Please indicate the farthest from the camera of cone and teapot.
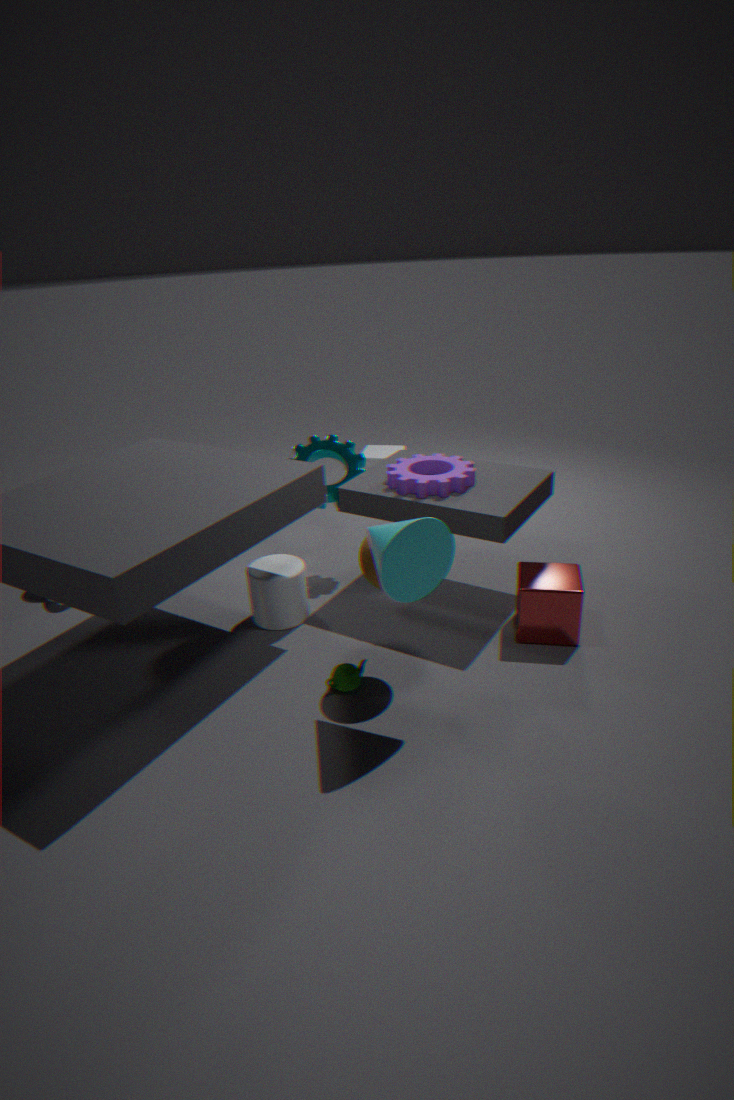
teapot
